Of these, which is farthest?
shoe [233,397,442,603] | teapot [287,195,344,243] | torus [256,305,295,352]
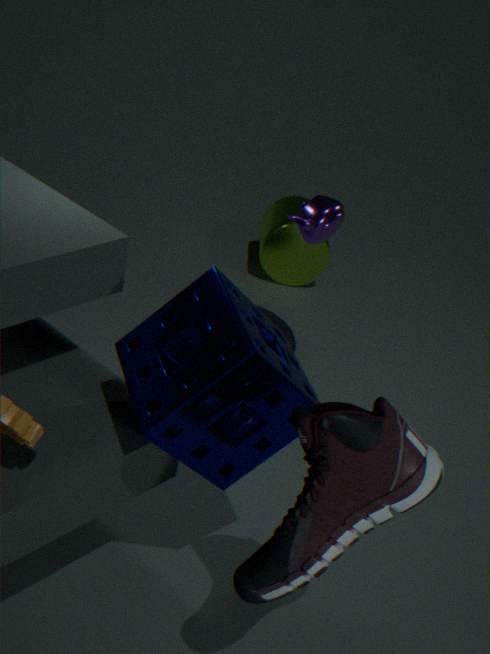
torus [256,305,295,352]
